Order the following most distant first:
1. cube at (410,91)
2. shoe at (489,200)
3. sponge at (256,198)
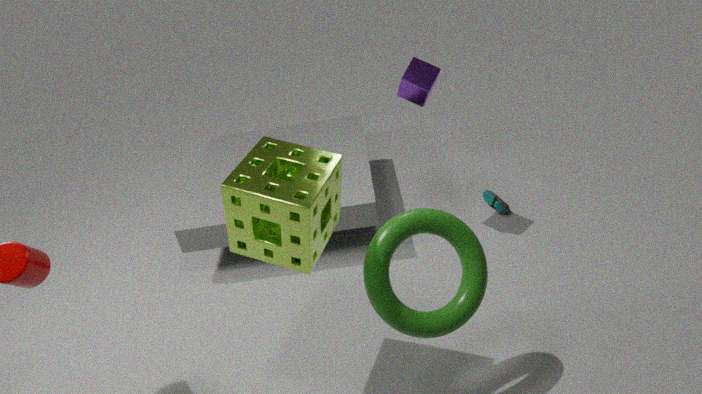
shoe at (489,200) → cube at (410,91) → sponge at (256,198)
